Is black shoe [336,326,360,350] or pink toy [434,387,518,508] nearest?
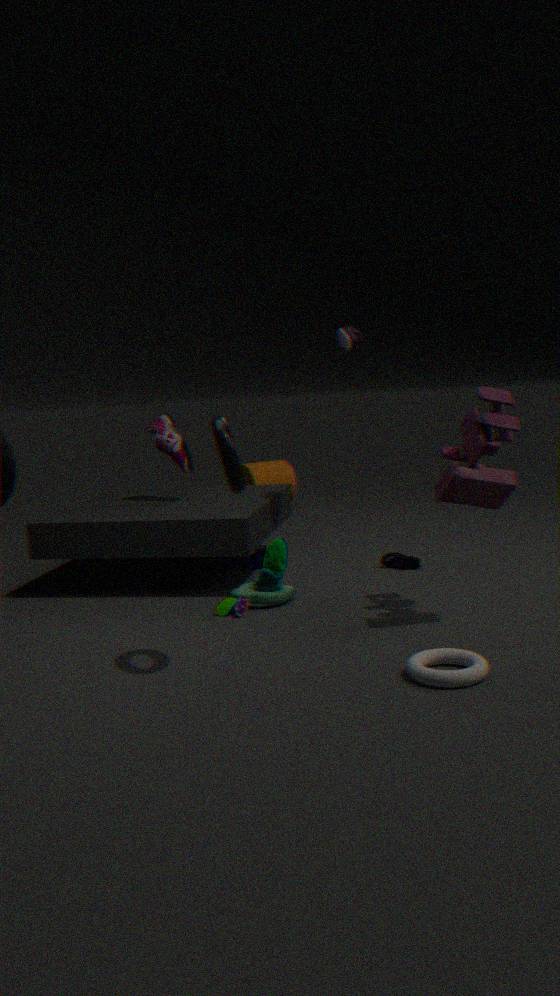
pink toy [434,387,518,508]
